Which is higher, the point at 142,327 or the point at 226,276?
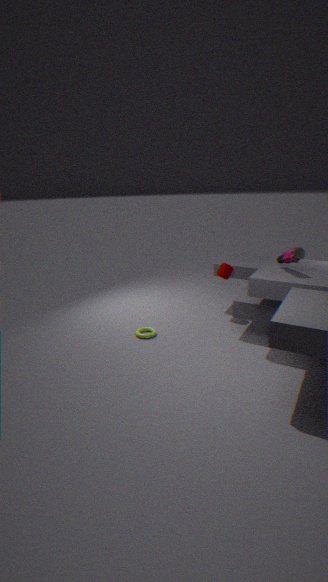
the point at 226,276
